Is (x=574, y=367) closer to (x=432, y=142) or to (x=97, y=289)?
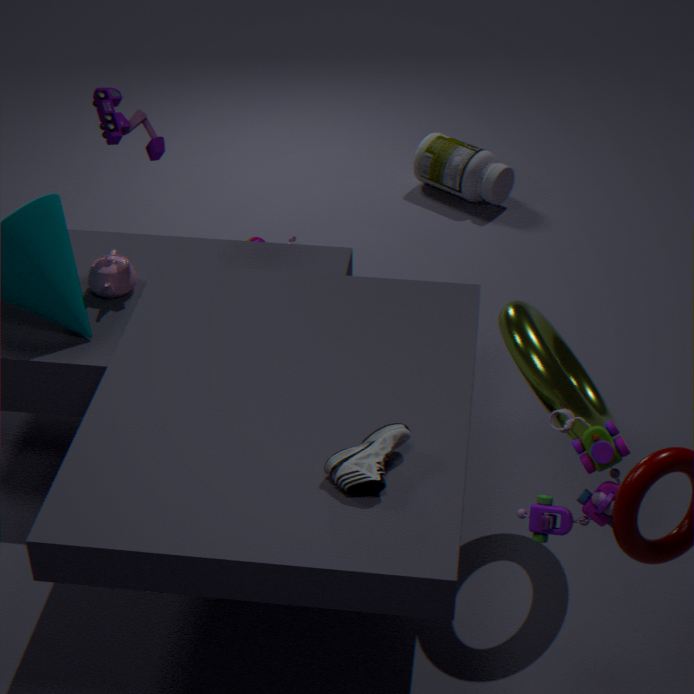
(x=97, y=289)
